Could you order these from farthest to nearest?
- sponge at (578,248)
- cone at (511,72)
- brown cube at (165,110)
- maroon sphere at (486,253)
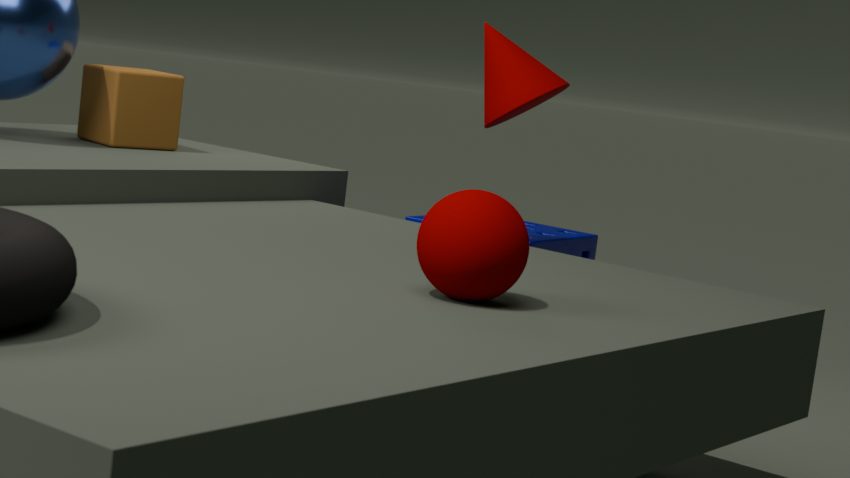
sponge at (578,248) → brown cube at (165,110) → cone at (511,72) → maroon sphere at (486,253)
